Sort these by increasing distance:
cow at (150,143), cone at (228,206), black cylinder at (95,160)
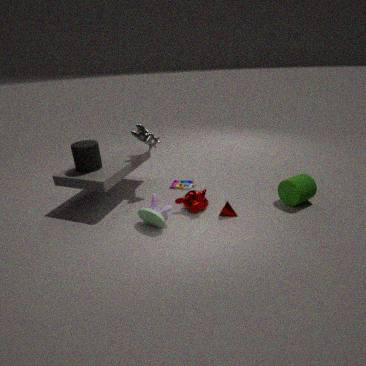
cone at (228,206) < black cylinder at (95,160) < cow at (150,143)
